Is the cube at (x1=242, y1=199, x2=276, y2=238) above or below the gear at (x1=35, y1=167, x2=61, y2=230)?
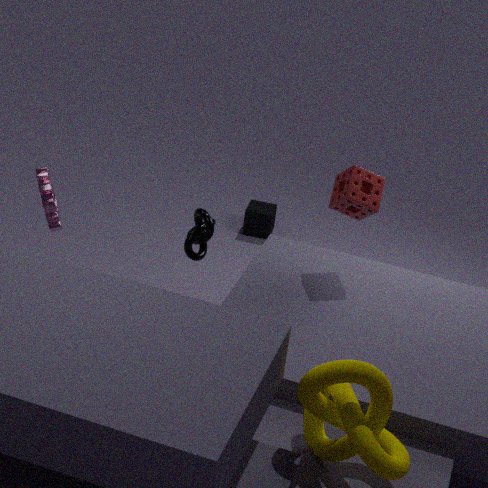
below
